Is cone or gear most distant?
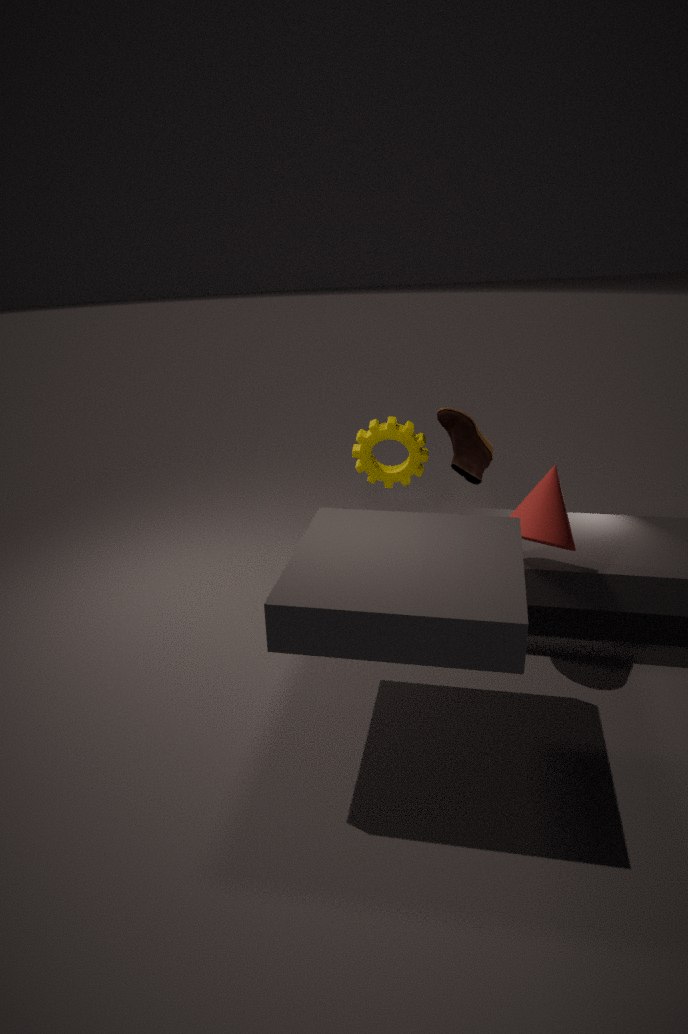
gear
